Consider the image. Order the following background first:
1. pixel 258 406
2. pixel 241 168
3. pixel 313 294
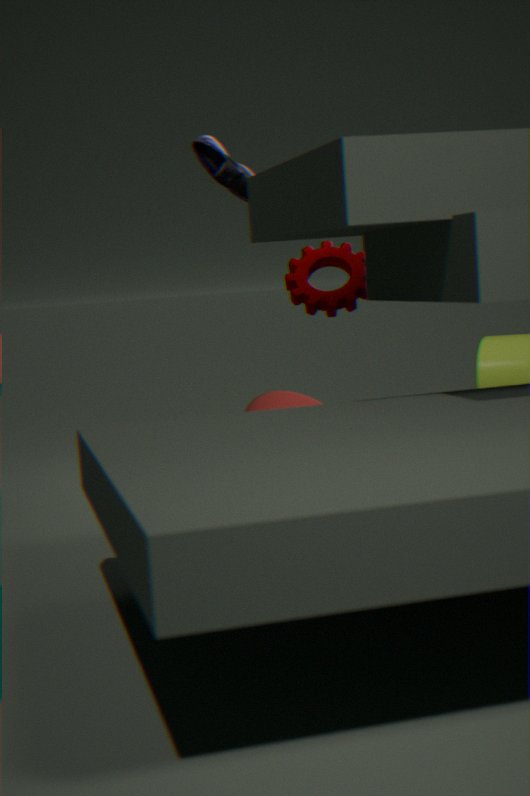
pixel 313 294, pixel 241 168, pixel 258 406
